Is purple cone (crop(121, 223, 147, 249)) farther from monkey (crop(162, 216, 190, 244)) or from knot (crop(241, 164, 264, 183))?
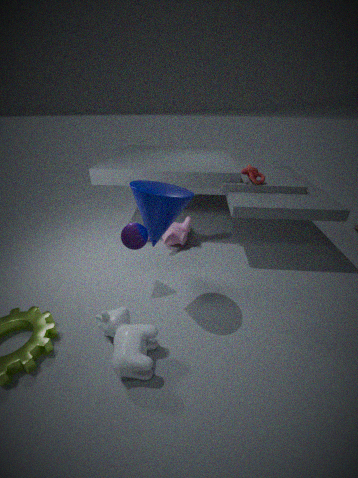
knot (crop(241, 164, 264, 183))
